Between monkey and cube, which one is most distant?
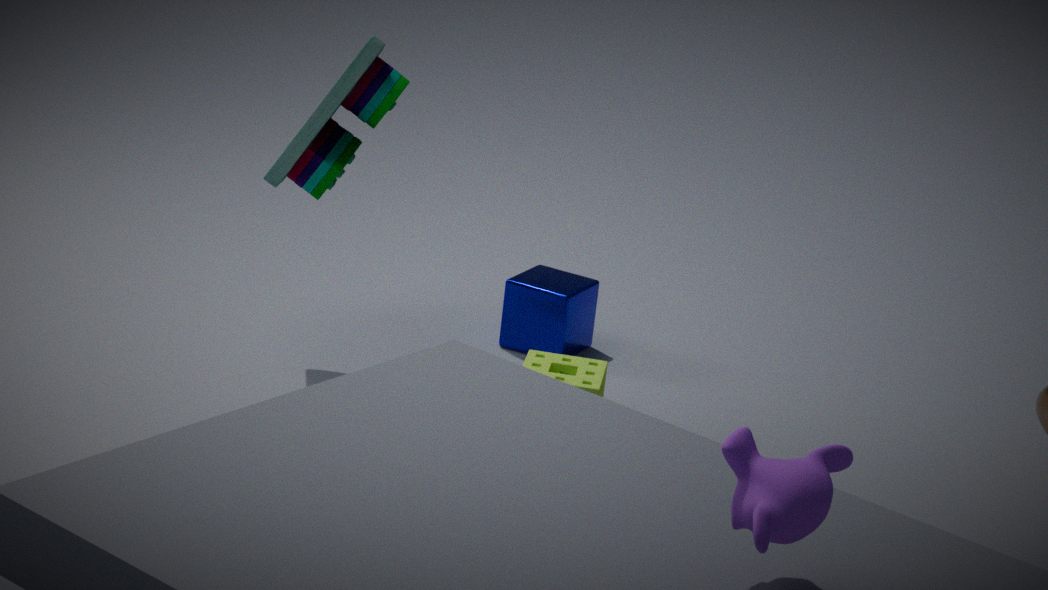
cube
